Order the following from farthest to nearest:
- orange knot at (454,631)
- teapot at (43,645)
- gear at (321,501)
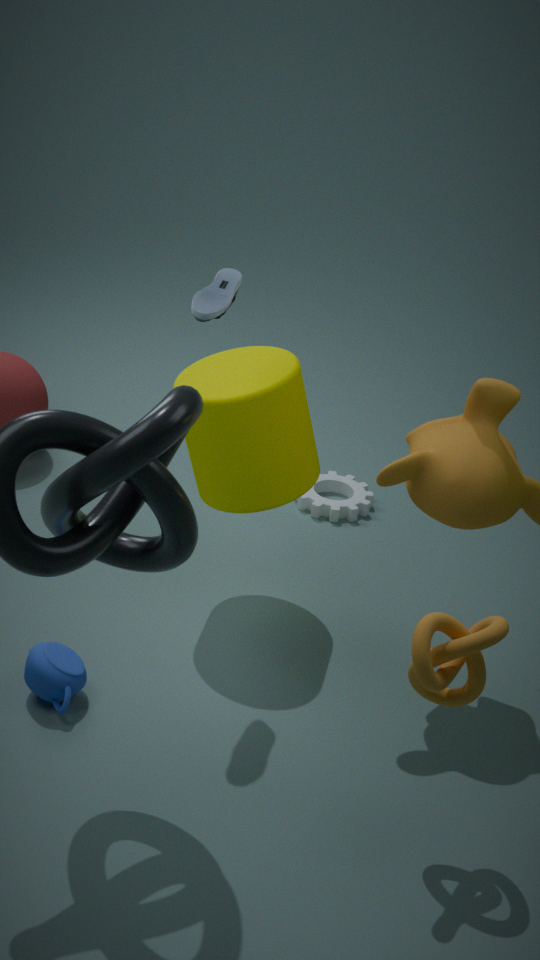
gear at (321,501) < teapot at (43,645) < orange knot at (454,631)
